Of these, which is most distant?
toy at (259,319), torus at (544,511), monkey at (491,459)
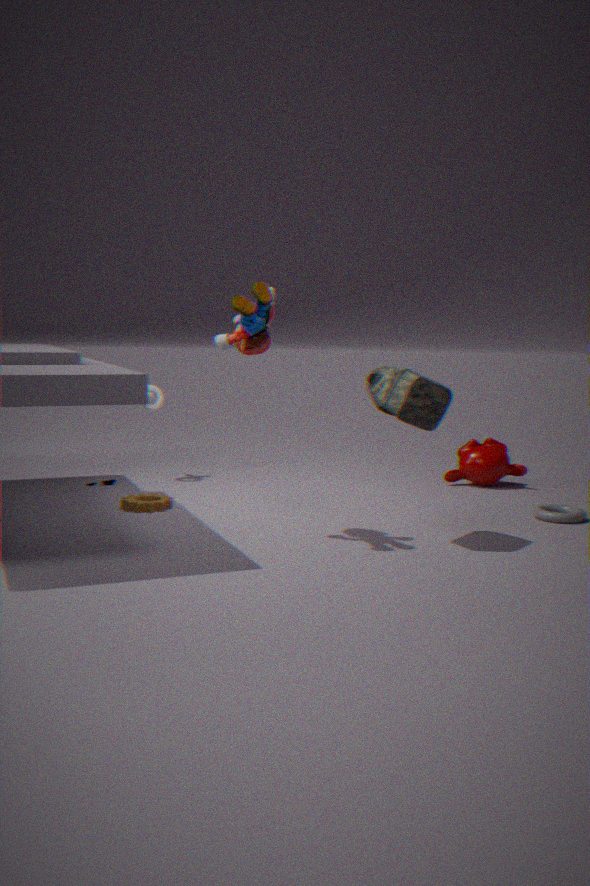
monkey at (491,459)
